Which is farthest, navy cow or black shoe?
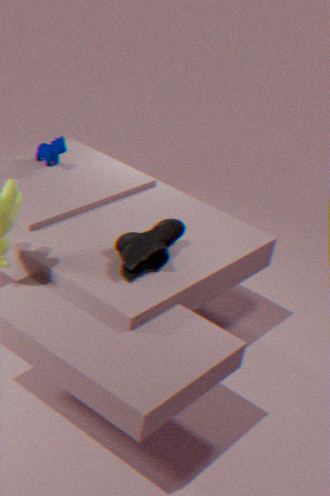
navy cow
